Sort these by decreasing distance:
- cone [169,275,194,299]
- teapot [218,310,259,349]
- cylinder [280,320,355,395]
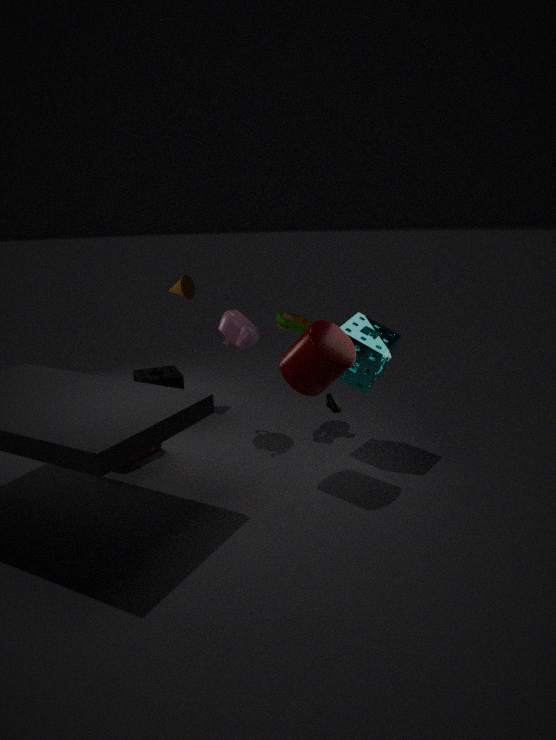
cone [169,275,194,299] < teapot [218,310,259,349] < cylinder [280,320,355,395]
